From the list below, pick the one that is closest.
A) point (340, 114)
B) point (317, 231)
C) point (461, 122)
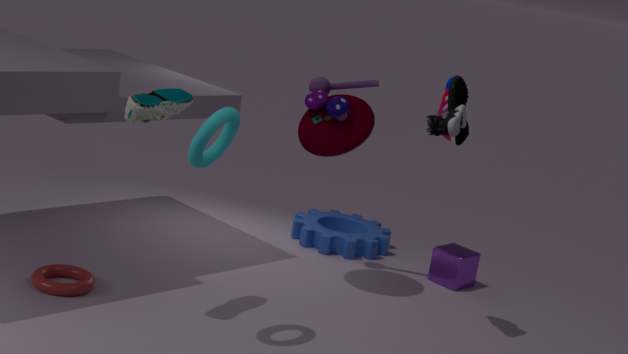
point (461, 122)
